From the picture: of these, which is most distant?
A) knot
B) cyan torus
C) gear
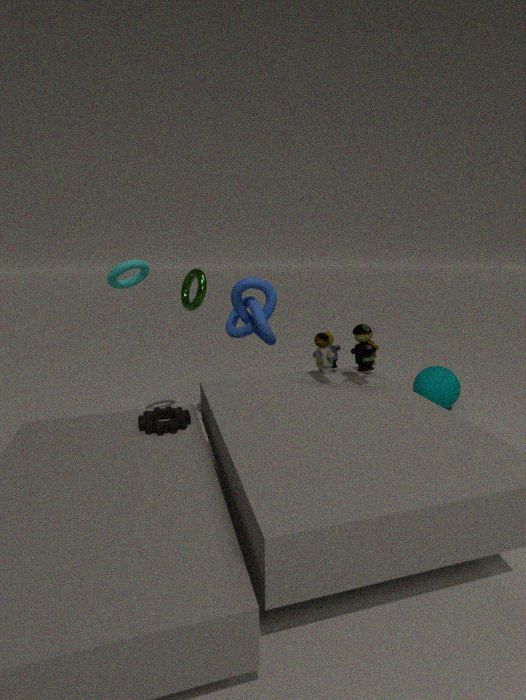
knot
